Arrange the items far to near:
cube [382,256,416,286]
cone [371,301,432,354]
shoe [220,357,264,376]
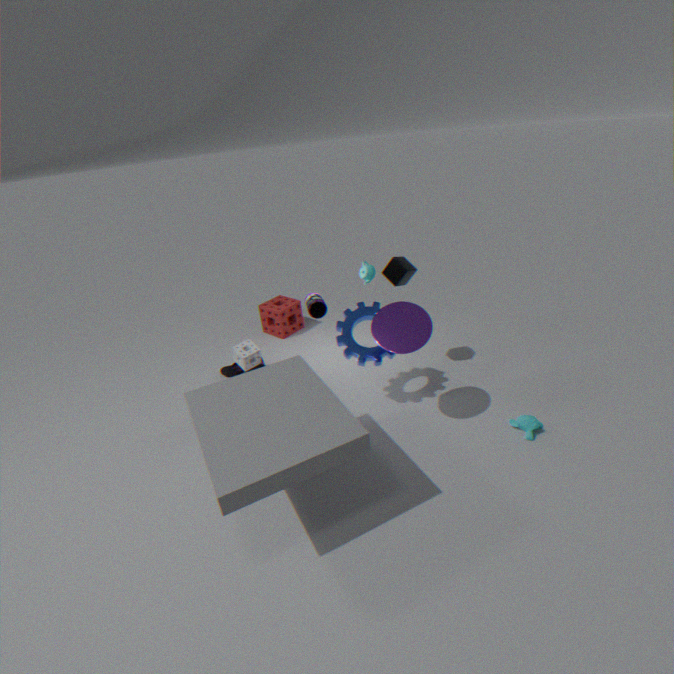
1. shoe [220,357,264,376]
2. cube [382,256,416,286]
3. cone [371,301,432,354]
